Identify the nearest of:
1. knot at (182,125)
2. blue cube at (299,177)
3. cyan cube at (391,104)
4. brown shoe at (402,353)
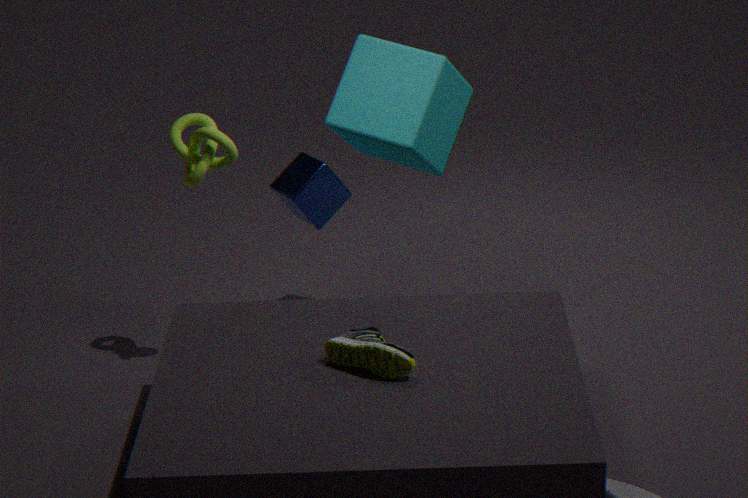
brown shoe at (402,353)
